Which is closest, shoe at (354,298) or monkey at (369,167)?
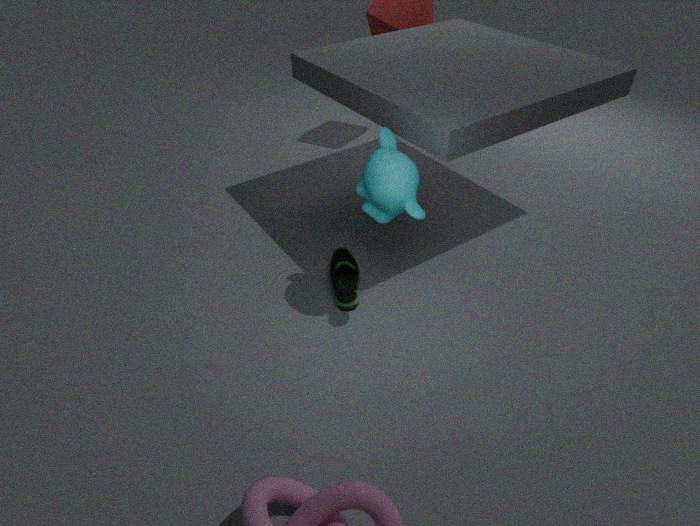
monkey at (369,167)
